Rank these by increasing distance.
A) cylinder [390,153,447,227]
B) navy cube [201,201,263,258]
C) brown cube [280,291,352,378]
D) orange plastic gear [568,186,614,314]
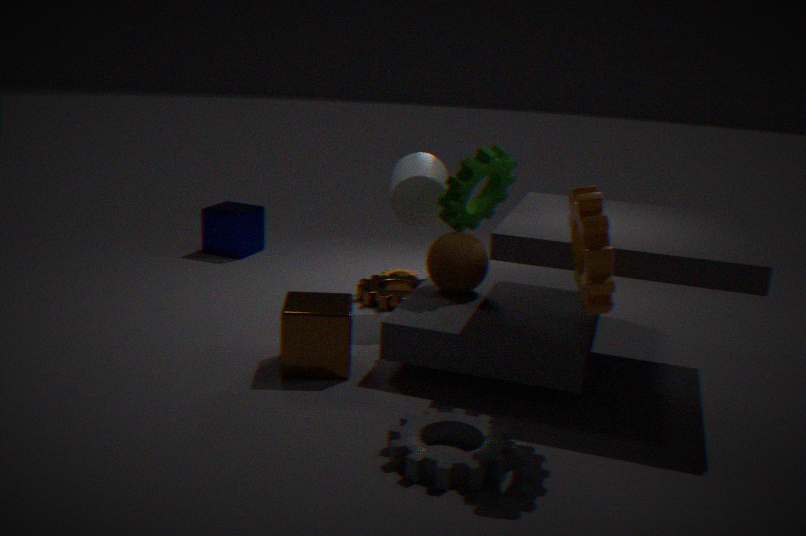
orange plastic gear [568,186,614,314]
brown cube [280,291,352,378]
cylinder [390,153,447,227]
navy cube [201,201,263,258]
